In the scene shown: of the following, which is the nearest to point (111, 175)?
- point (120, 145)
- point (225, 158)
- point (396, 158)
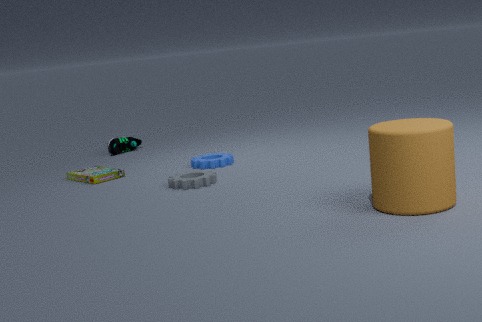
point (225, 158)
